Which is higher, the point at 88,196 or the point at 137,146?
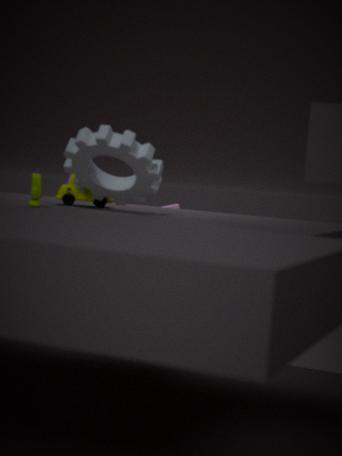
the point at 137,146
